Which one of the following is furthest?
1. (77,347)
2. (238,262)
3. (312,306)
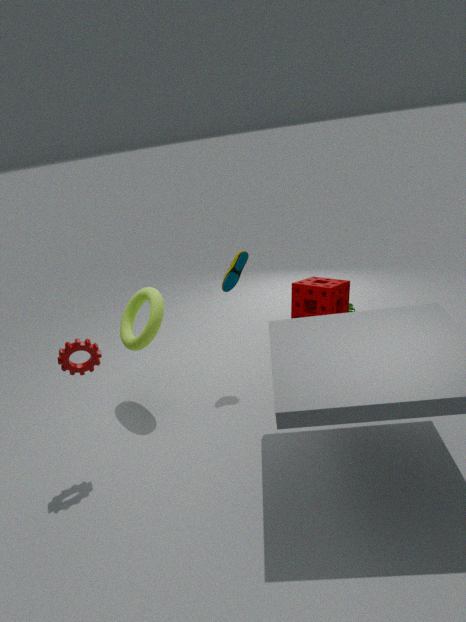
(312,306)
